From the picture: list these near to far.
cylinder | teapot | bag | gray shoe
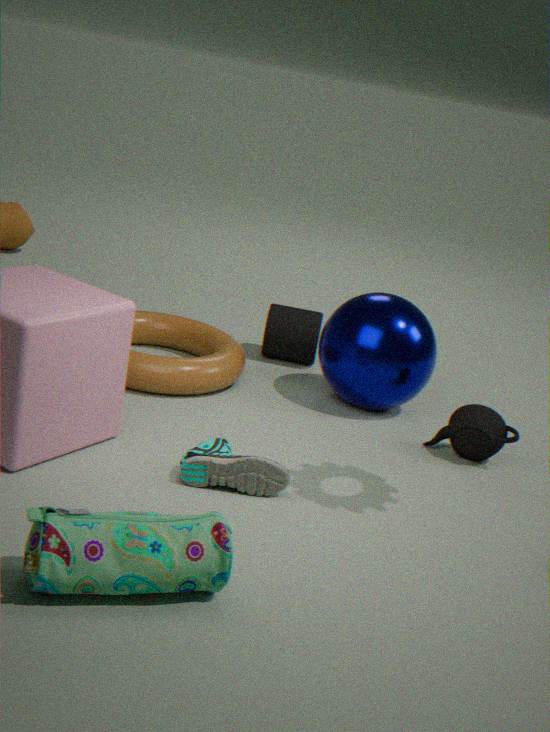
bag, gray shoe, teapot, cylinder
